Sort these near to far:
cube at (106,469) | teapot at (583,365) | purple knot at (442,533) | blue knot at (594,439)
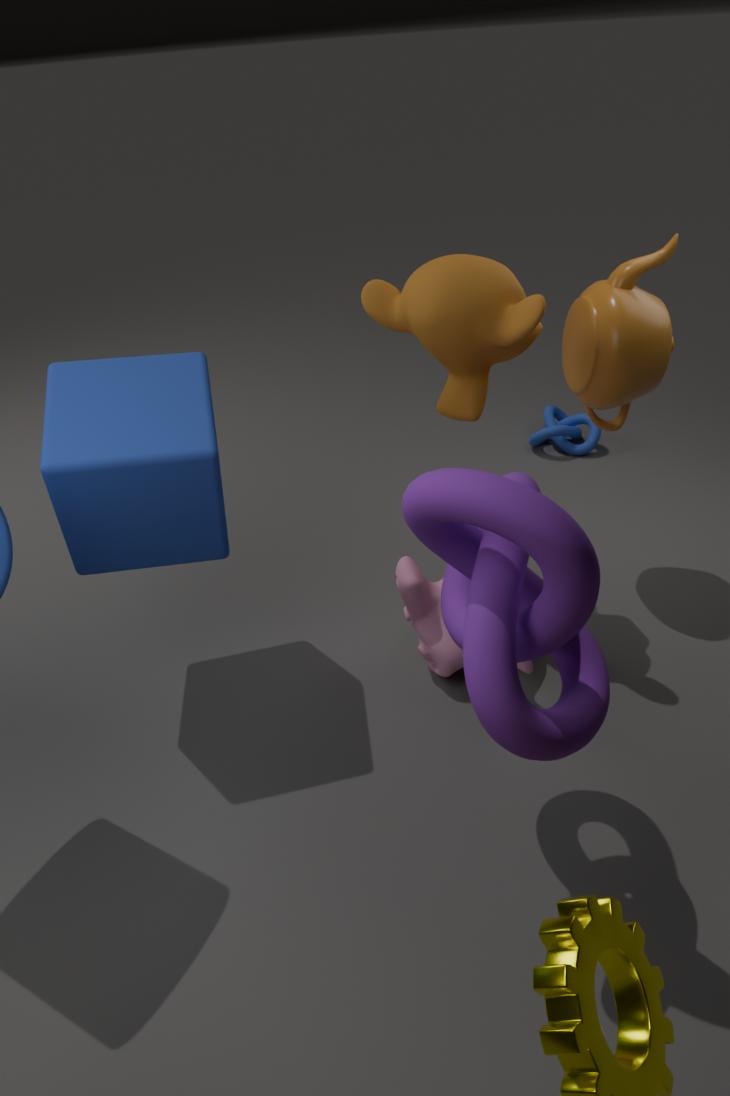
purple knot at (442,533)
cube at (106,469)
teapot at (583,365)
blue knot at (594,439)
